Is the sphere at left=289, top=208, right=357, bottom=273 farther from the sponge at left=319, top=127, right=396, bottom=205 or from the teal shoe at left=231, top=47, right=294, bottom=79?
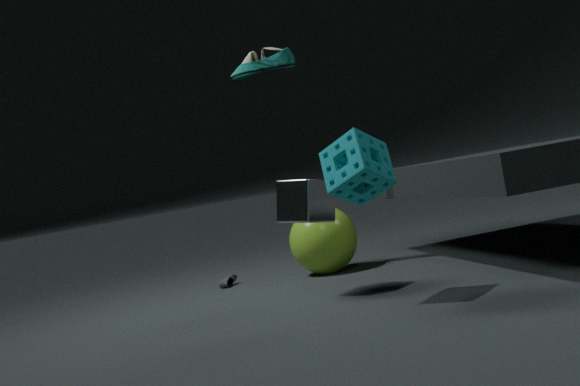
the sponge at left=319, top=127, right=396, bottom=205
